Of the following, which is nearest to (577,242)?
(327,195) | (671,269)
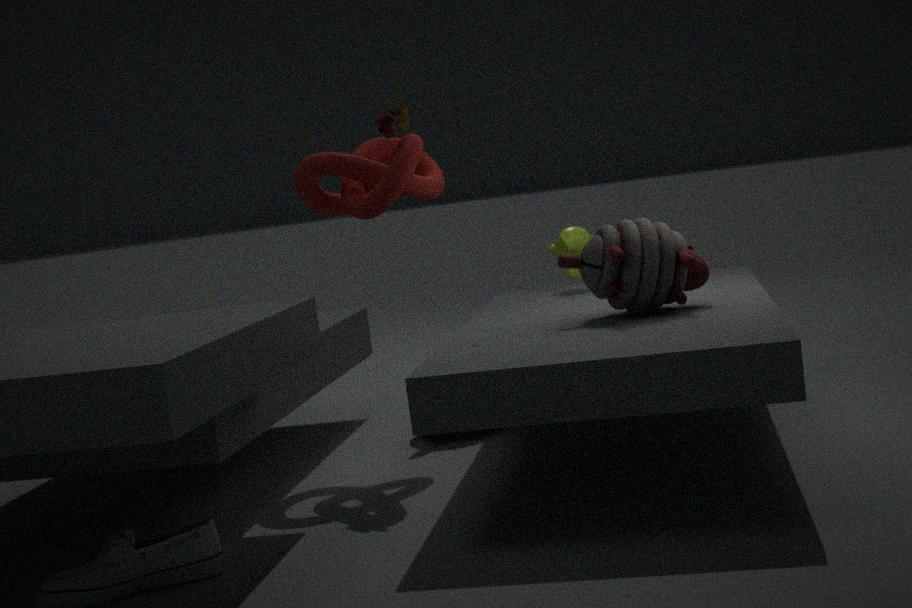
(327,195)
